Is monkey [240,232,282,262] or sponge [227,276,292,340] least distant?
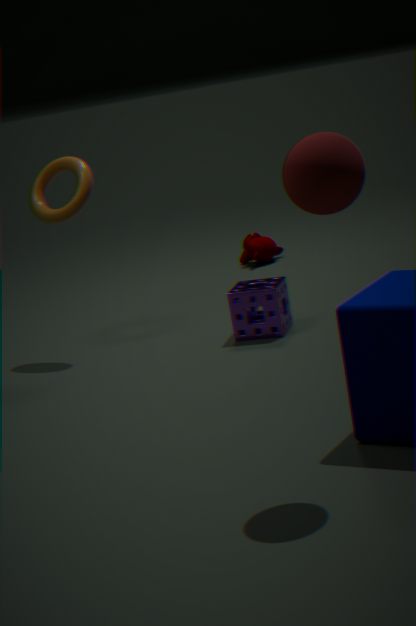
sponge [227,276,292,340]
